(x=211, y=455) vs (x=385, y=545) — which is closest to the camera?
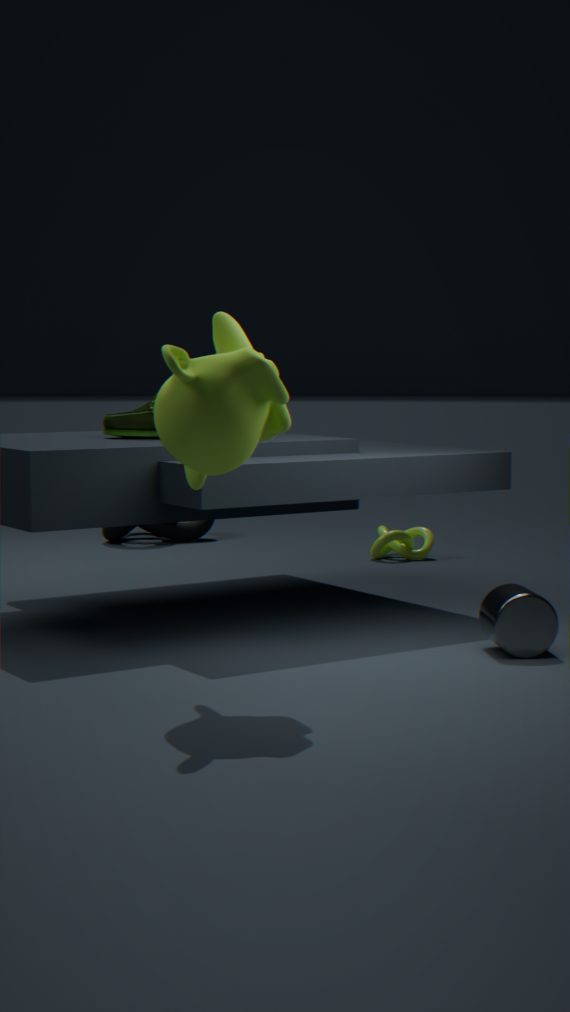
(x=211, y=455)
